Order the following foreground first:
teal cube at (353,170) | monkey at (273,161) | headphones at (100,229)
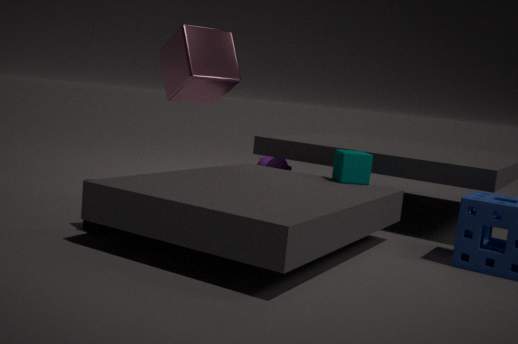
1. headphones at (100,229)
2. teal cube at (353,170)
3. monkey at (273,161)
